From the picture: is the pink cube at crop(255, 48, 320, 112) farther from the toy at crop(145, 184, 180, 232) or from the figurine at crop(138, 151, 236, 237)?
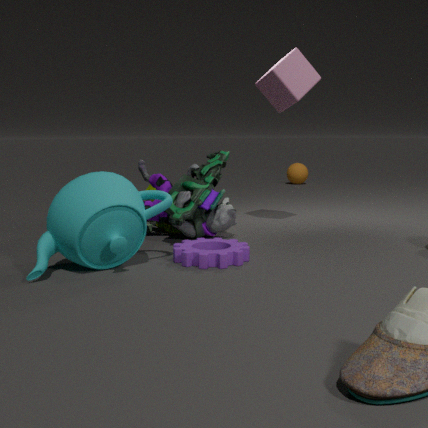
the toy at crop(145, 184, 180, 232)
